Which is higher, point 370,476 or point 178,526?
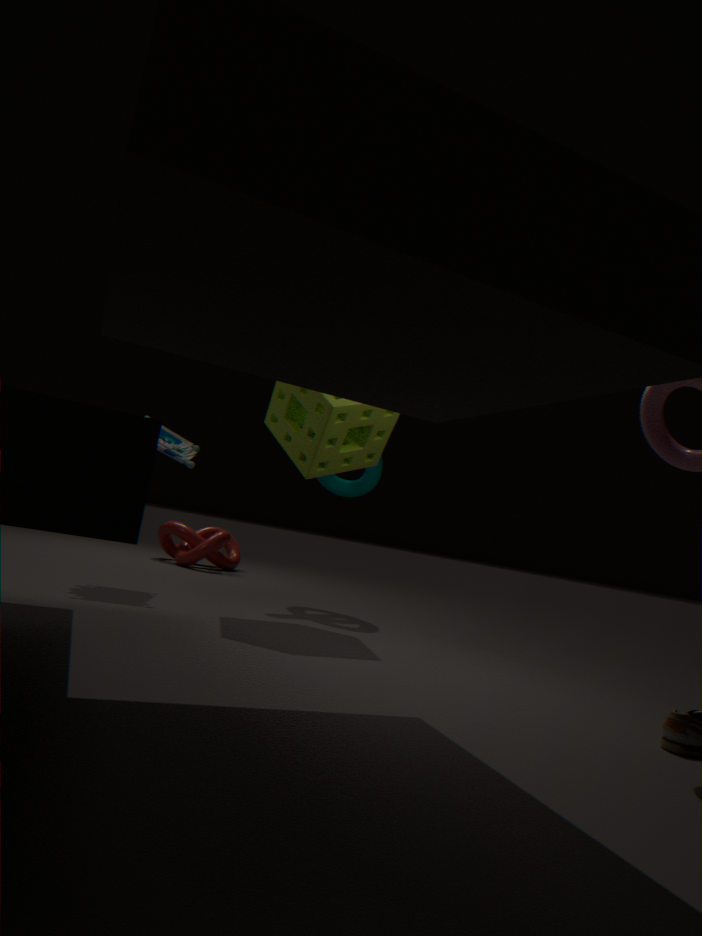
point 370,476
